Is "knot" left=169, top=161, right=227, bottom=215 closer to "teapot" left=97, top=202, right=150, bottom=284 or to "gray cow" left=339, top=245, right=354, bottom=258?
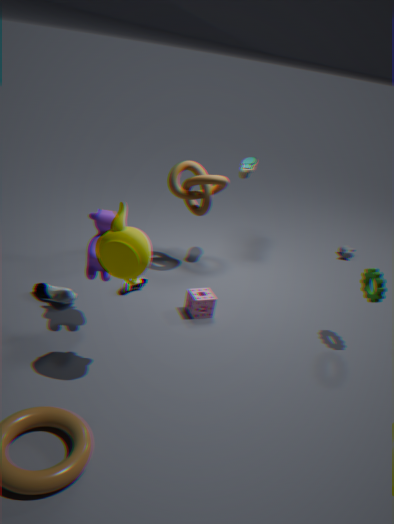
"teapot" left=97, top=202, right=150, bottom=284
